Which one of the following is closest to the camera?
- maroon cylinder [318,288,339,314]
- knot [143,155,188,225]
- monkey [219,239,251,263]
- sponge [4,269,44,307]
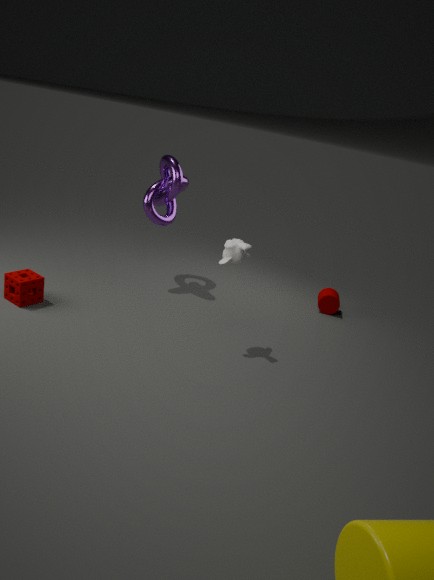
monkey [219,239,251,263]
